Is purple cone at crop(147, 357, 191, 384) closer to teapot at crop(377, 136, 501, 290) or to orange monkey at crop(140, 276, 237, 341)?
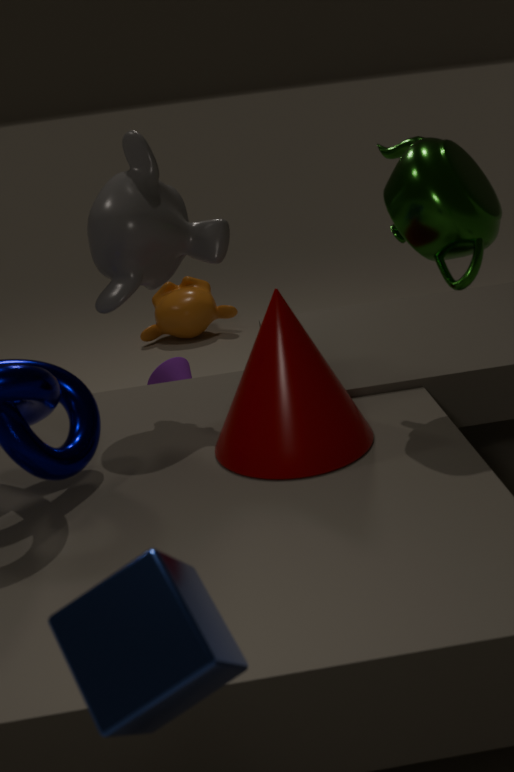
orange monkey at crop(140, 276, 237, 341)
